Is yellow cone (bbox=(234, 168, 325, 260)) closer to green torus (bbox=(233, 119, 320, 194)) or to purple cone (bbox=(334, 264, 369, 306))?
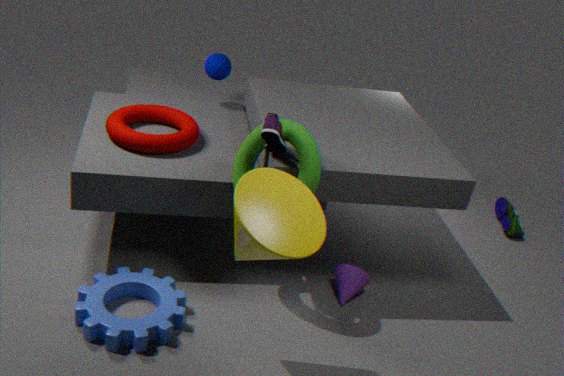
green torus (bbox=(233, 119, 320, 194))
